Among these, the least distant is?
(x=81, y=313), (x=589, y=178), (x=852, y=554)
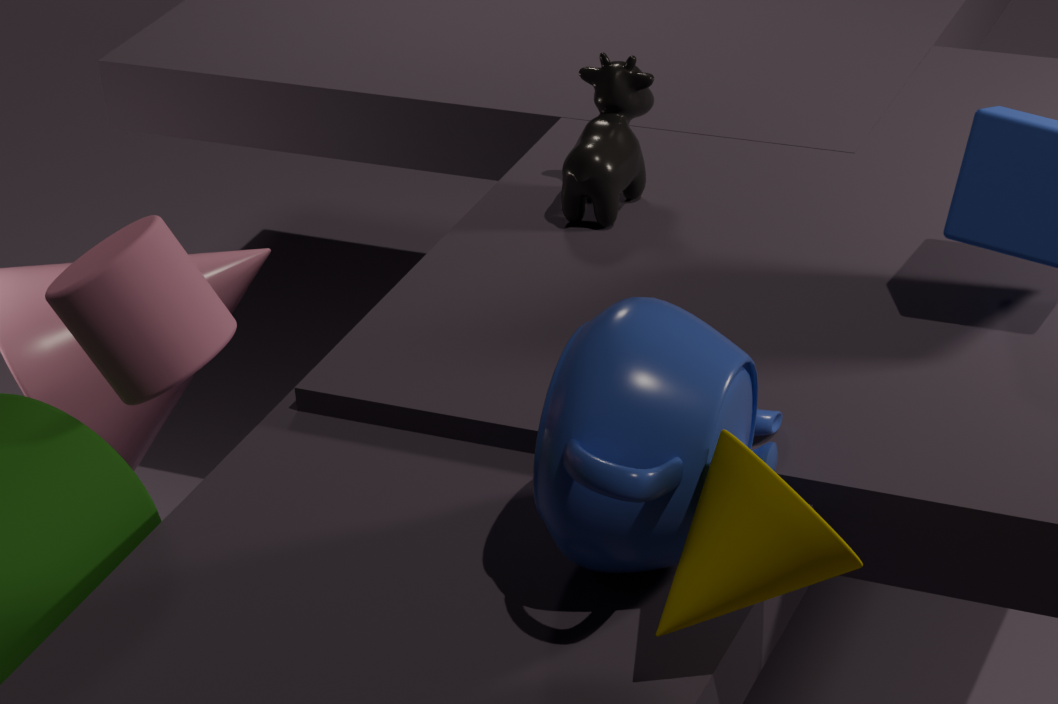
(x=852, y=554)
